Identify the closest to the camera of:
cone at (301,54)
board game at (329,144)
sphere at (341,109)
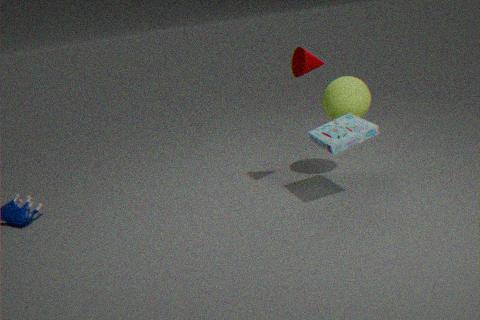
board game at (329,144)
